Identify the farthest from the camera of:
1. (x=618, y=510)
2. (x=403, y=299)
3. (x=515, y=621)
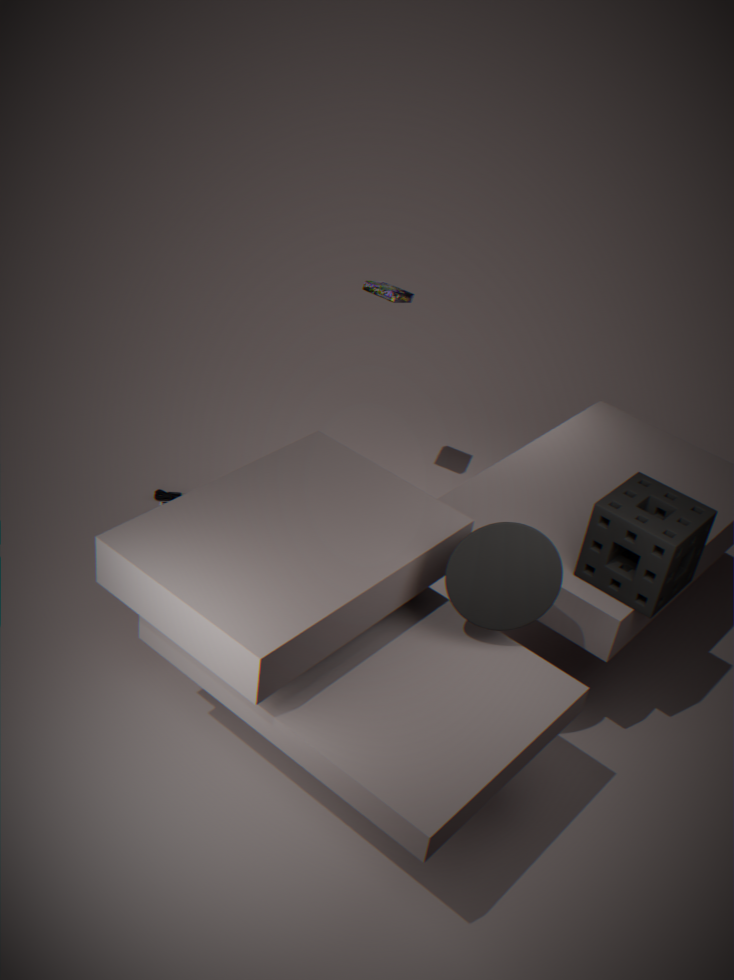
(x=403, y=299)
